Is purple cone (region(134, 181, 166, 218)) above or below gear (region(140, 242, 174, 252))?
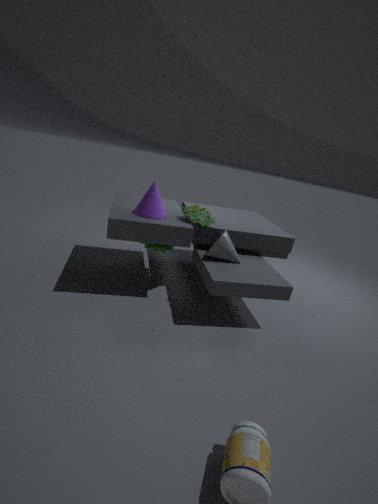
above
